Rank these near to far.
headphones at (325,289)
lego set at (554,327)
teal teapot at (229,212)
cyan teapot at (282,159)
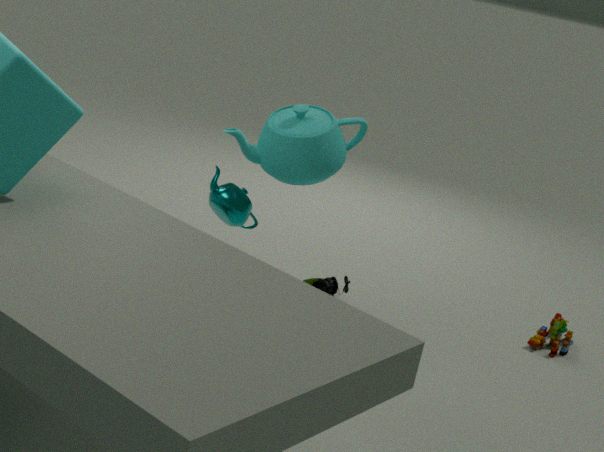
teal teapot at (229,212) < cyan teapot at (282,159) < lego set at (554,327) < headphones at (325,289)
